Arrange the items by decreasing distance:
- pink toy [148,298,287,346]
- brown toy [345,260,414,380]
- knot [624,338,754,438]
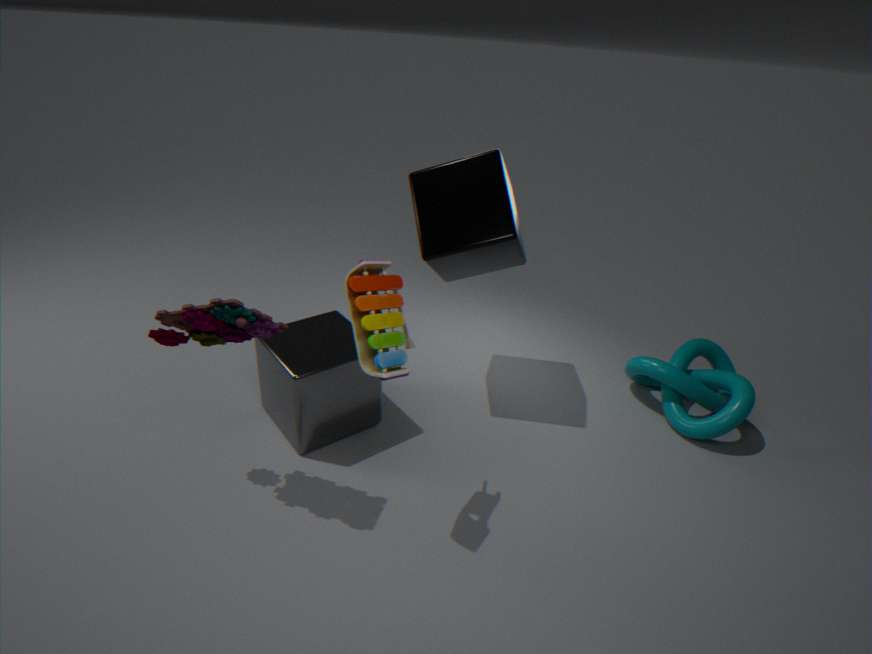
knot [624,338,754,438] < brown toy [345,260,414,380] < pink toy [148,298,287,346]
